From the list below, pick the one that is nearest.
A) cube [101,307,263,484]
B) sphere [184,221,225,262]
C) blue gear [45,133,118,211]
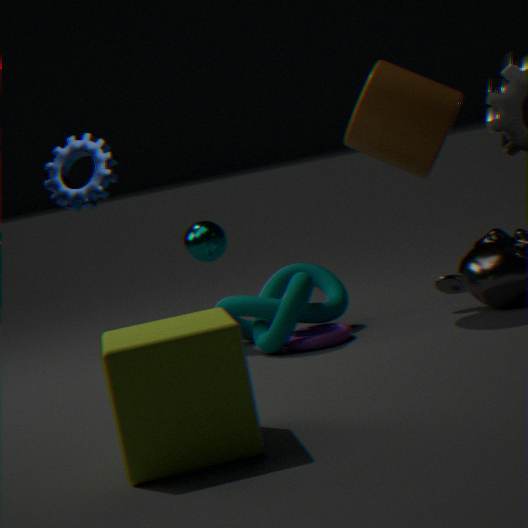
cube [101,307,263,484]
